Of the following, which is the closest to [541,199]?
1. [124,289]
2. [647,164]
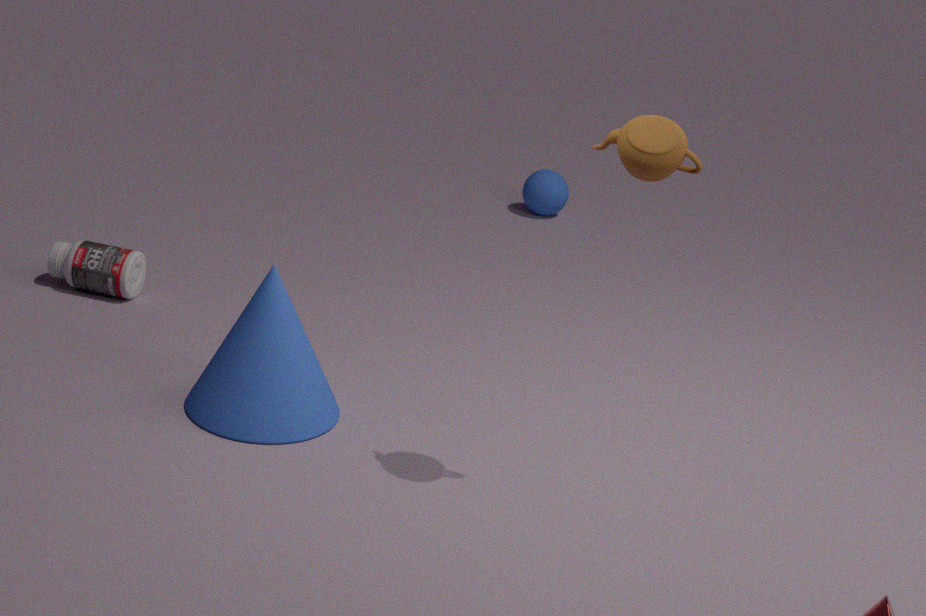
[124,289]
